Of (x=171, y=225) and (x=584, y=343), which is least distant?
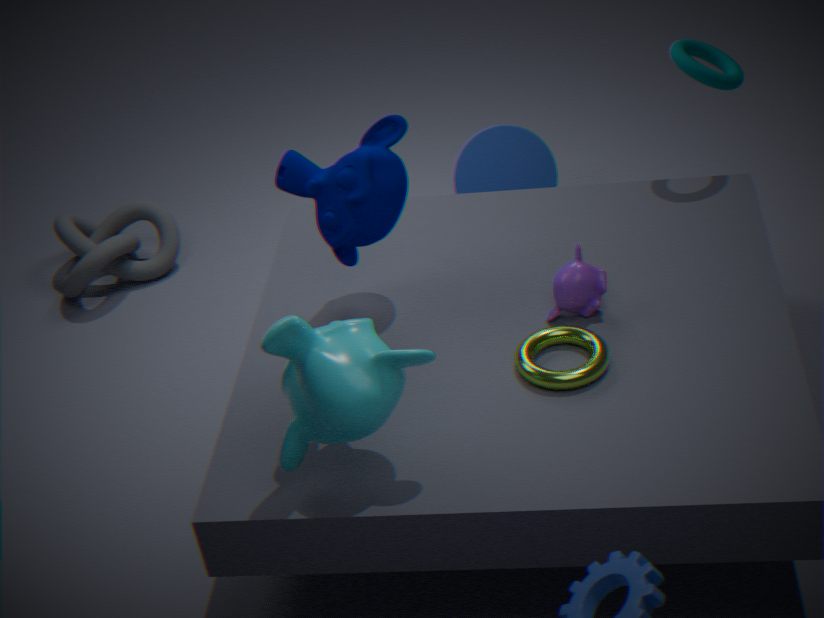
(x=584, y=343)
